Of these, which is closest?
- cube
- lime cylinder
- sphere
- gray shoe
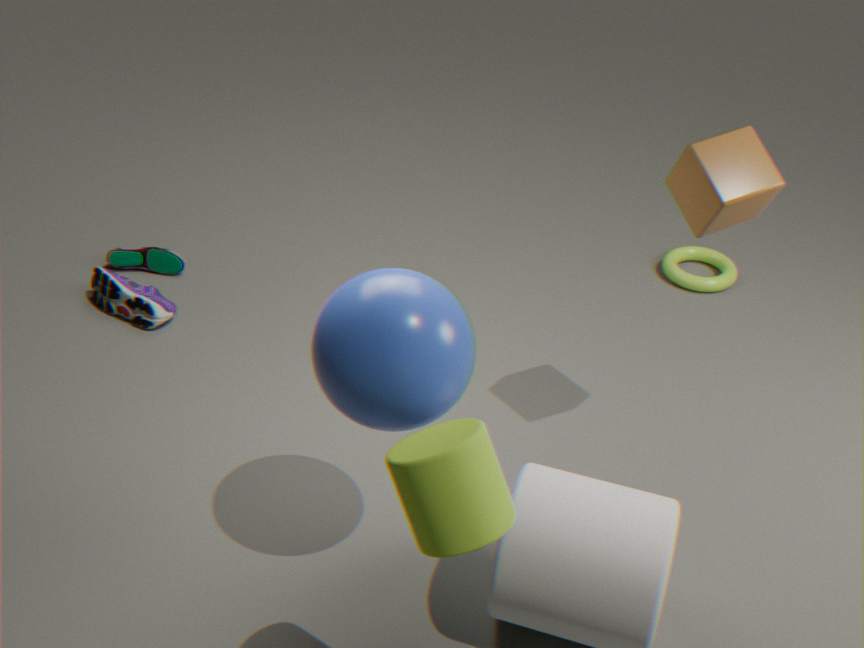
lime cylinder
